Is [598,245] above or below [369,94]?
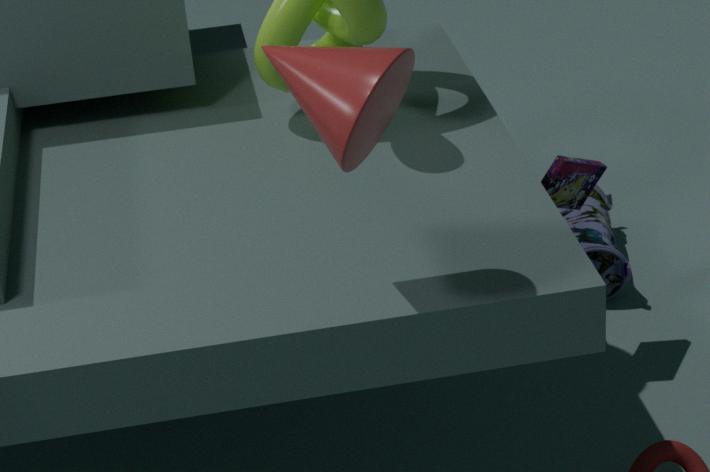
below
